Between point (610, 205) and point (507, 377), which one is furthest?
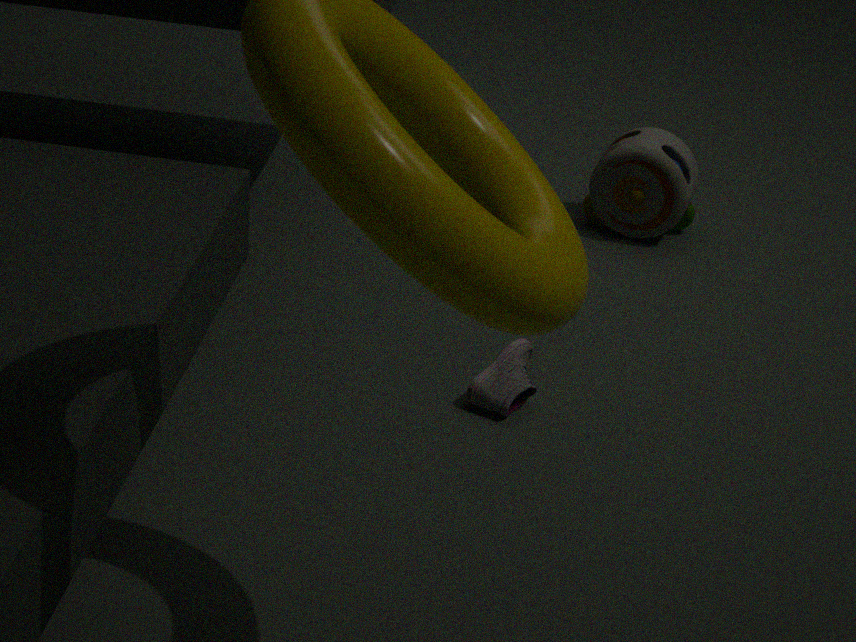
point (610, 205)
